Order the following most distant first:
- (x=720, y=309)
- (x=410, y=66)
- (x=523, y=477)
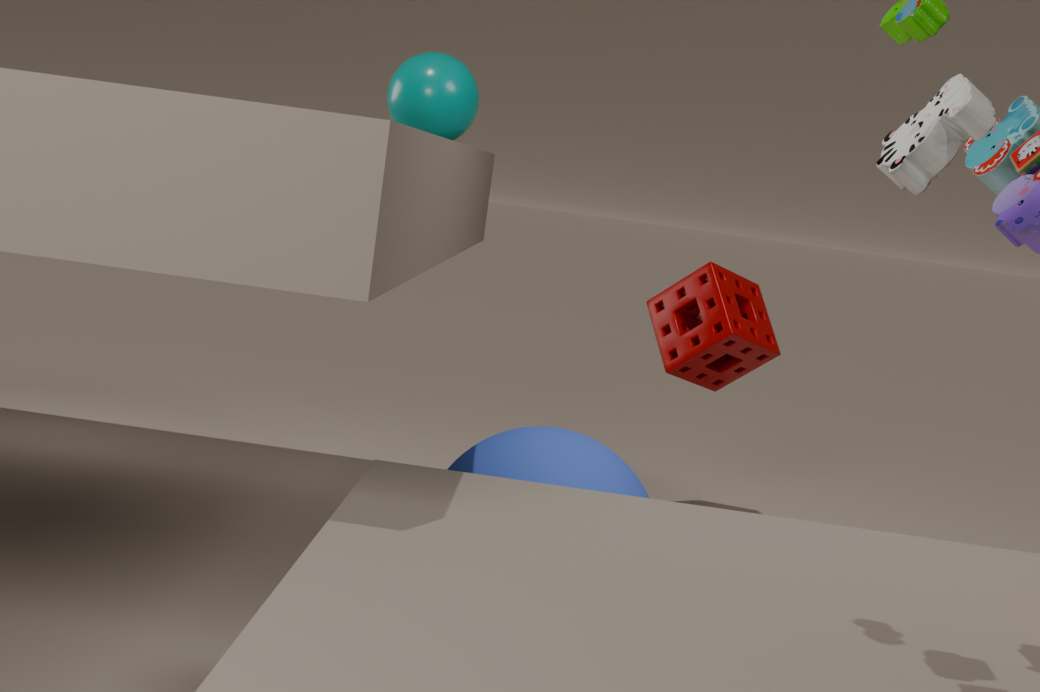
(x=720, y=309) → (x=410, y=66) → (x=523, y=477)
